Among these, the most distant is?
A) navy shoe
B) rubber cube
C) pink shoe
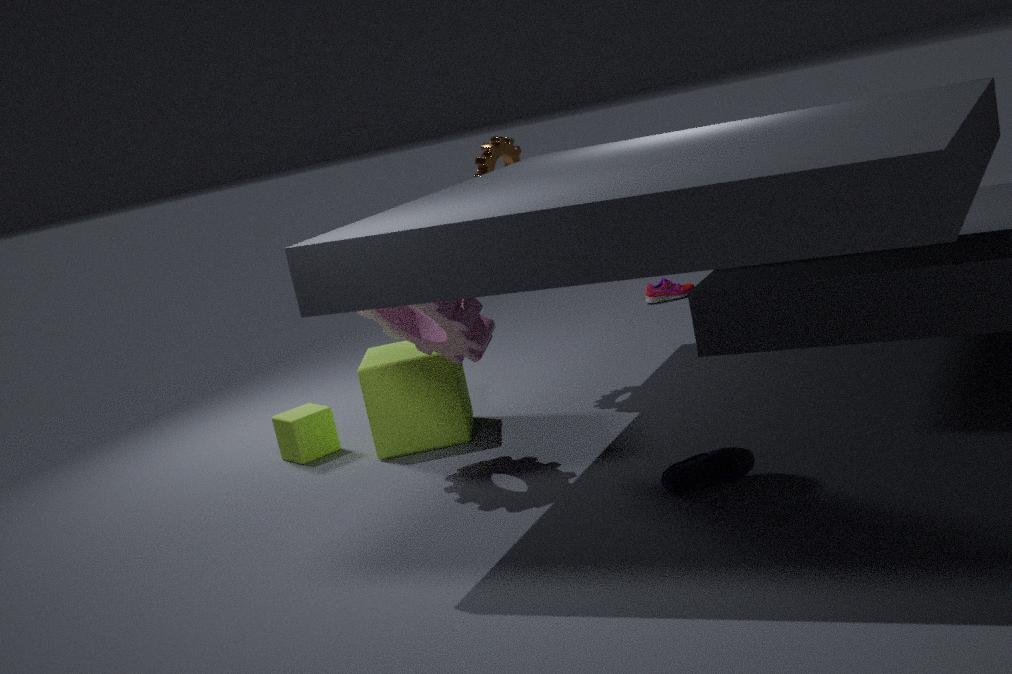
pink shoe
